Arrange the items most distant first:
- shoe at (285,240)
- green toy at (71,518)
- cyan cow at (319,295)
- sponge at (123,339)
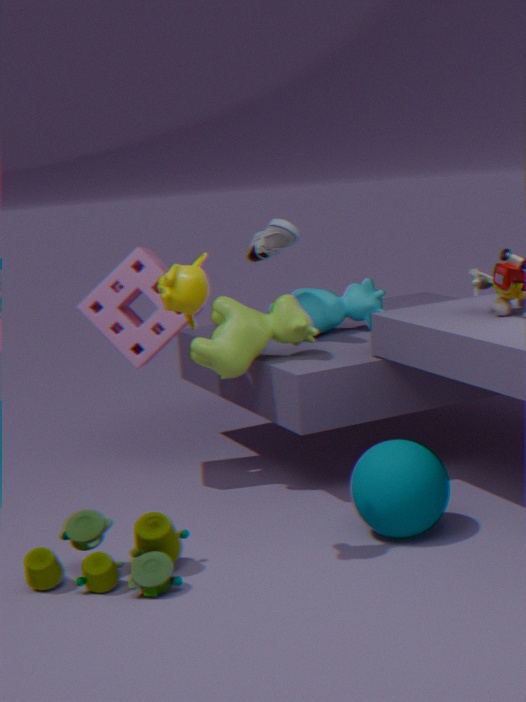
cyan cow at (319,295) < shoe at (285,240) < sponge at (123,339) < green toy at (71,518)
